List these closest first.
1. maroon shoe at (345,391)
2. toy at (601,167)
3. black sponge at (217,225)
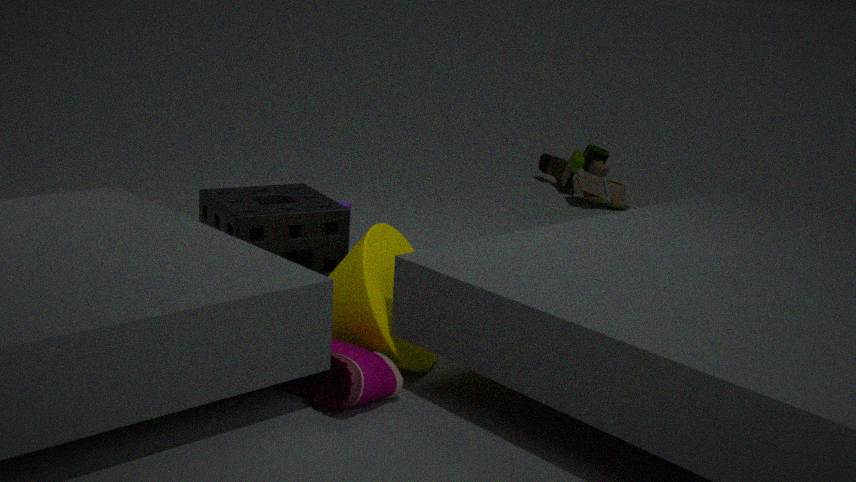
1. maroon shoe at (345,391)
2. black sponge at (217,225)
3. toy at (601,167)
